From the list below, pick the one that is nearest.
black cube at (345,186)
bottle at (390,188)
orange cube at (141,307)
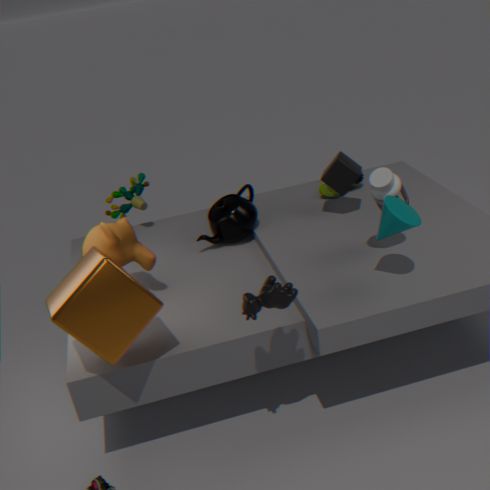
orange cube at (141,307)
